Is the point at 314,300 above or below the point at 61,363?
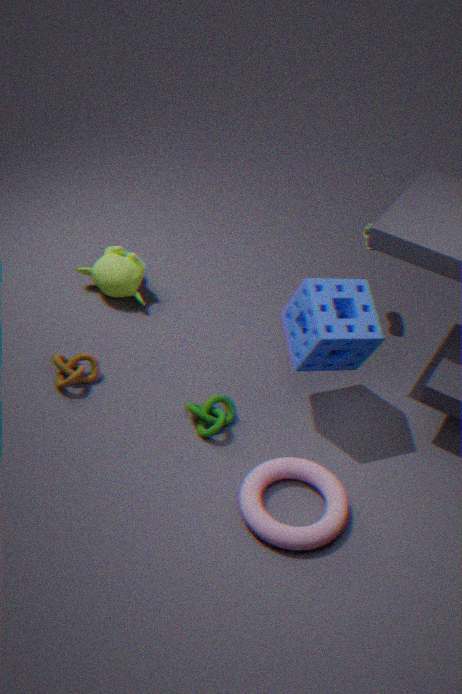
above
